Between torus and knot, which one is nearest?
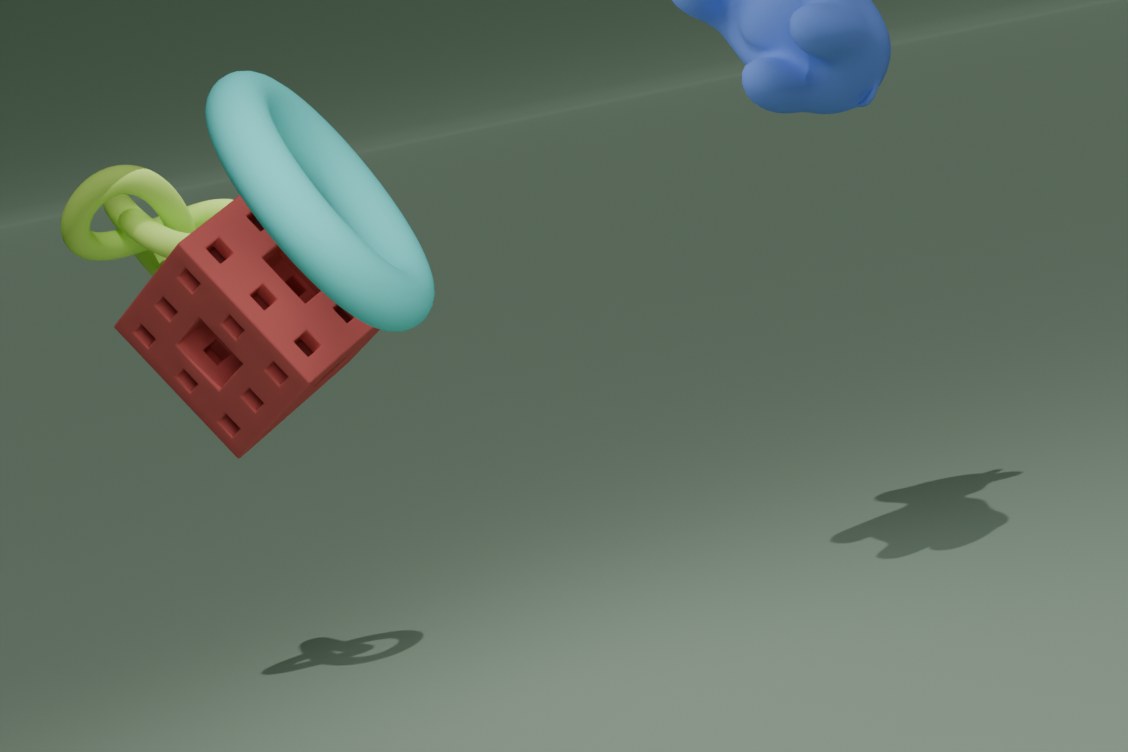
torus
